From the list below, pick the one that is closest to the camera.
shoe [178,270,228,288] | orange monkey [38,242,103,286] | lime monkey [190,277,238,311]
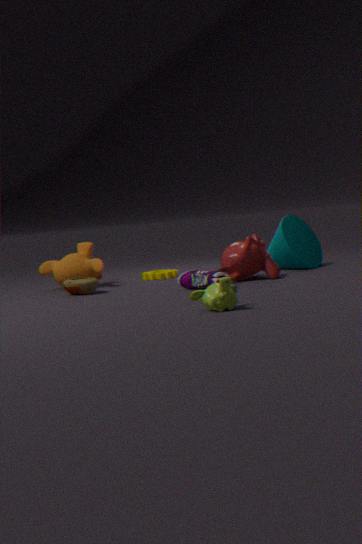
lime monkey [190,277,238,311]
